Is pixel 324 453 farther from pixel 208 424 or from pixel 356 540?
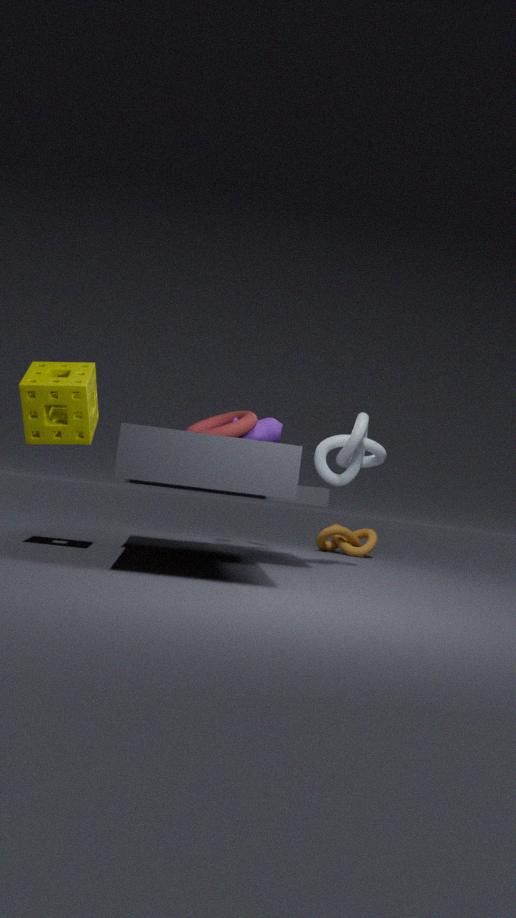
pixel 356 540
